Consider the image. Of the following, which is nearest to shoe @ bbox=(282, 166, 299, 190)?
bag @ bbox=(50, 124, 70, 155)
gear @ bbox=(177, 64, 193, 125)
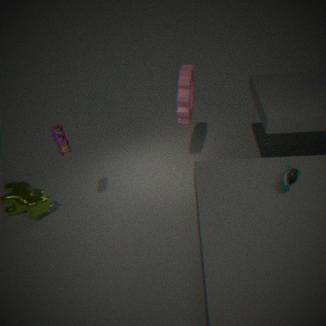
gear @ bbox=(177, 64, 193, 125)
